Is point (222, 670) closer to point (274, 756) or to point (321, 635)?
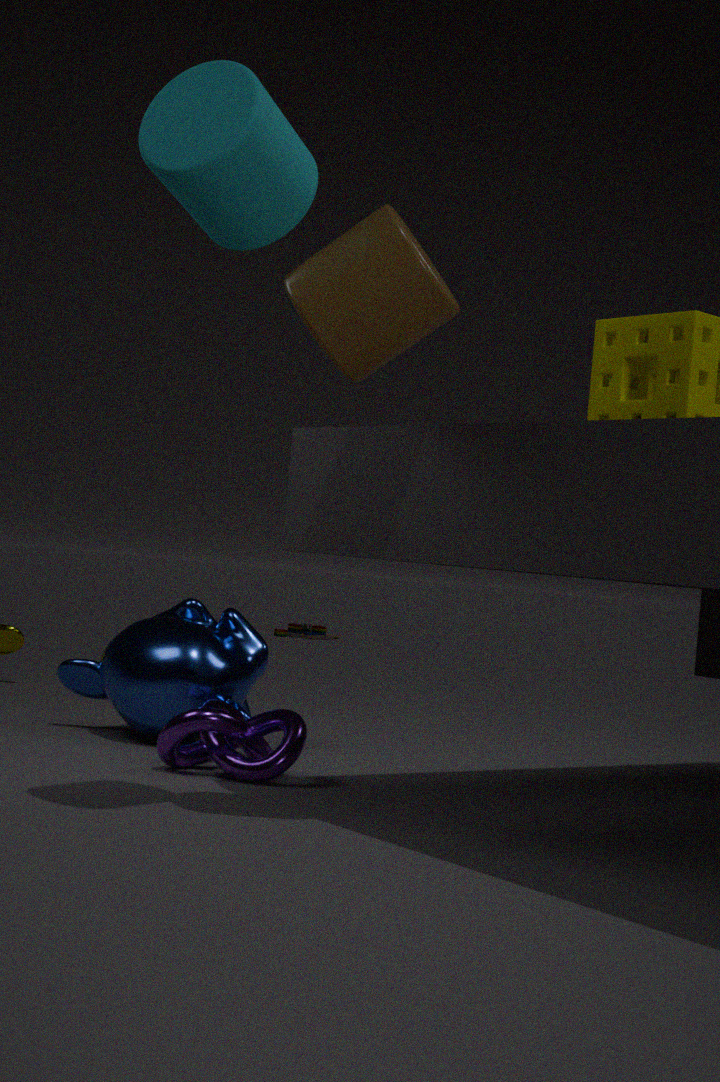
point (274, 756)
